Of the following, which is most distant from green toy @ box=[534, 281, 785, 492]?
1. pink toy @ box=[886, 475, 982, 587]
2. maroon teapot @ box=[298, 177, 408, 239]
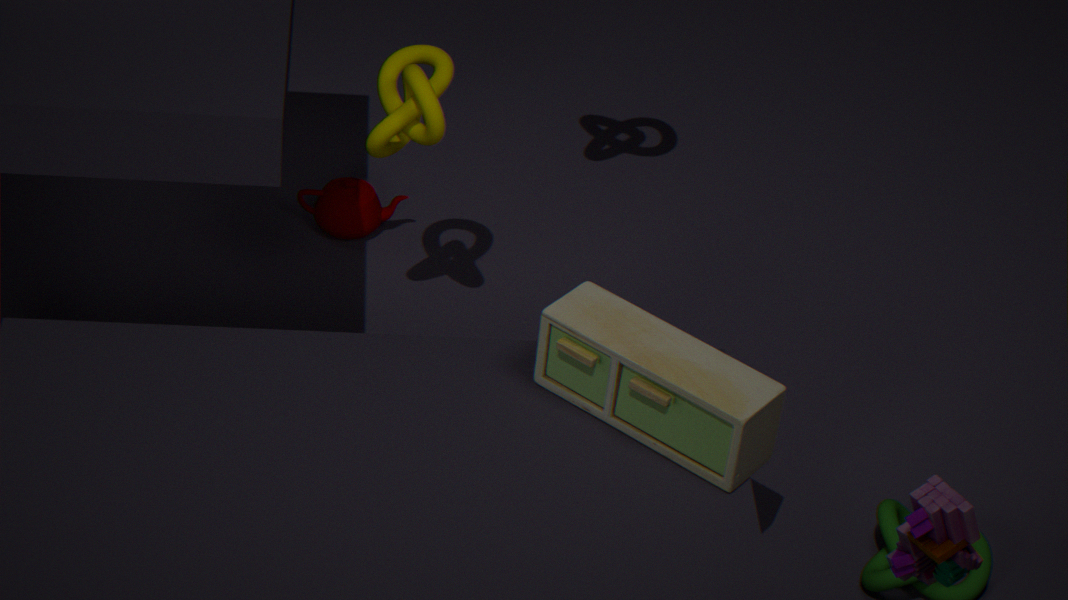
maroon teapot @ box=[298, 177, 408, 239]
